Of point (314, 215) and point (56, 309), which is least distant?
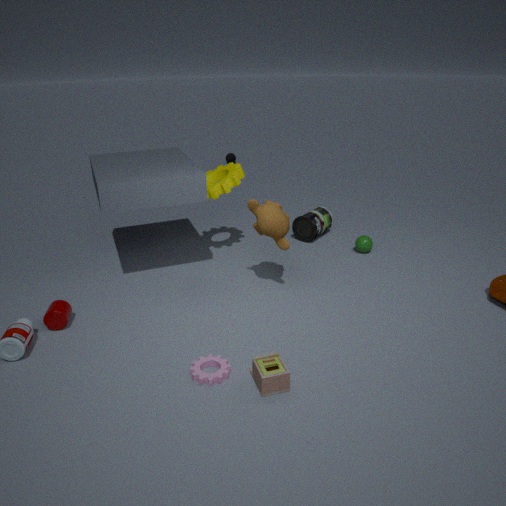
point (56, 309)
